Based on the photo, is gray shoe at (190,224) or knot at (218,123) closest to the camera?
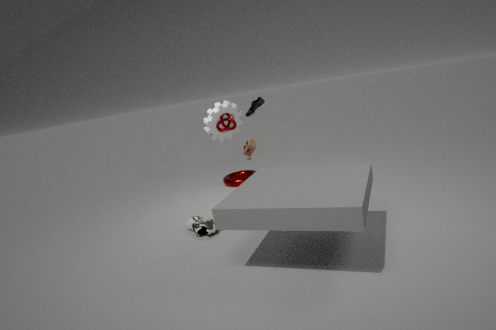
gray shoe at (190,224)
